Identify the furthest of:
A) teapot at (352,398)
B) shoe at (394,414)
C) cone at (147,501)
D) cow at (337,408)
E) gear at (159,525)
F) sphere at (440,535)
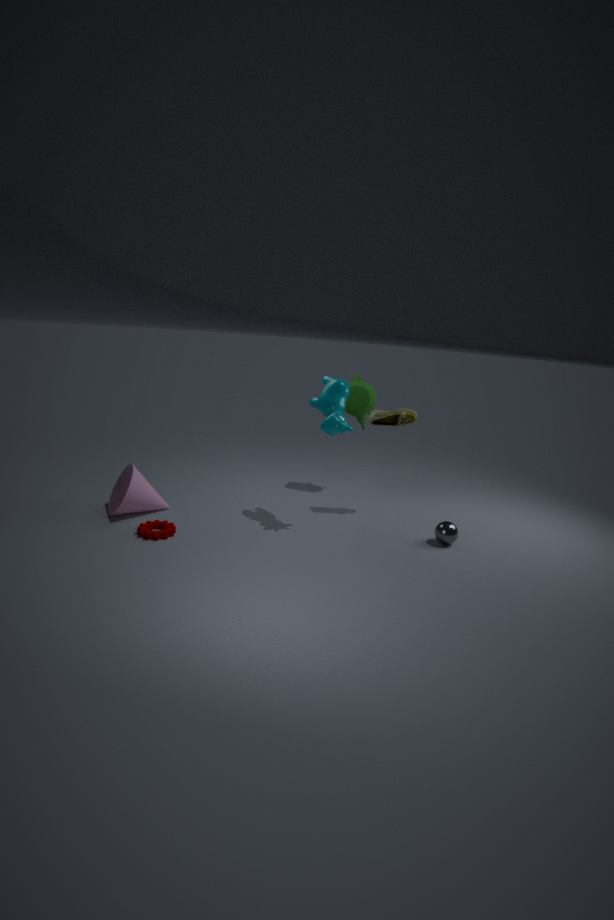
teapot at (352,398)
